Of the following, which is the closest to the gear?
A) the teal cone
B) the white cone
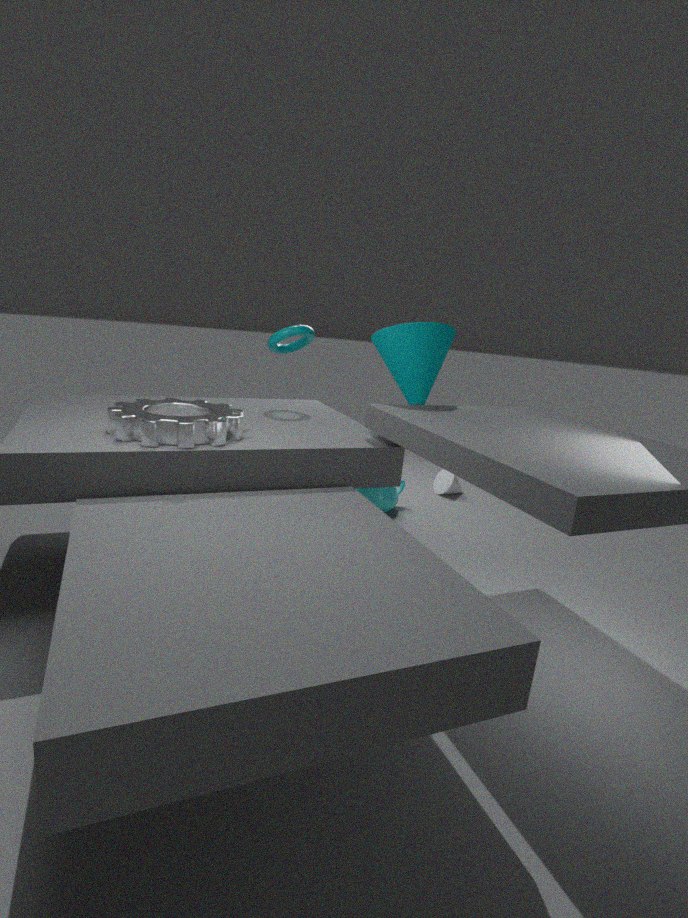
the teal cone
